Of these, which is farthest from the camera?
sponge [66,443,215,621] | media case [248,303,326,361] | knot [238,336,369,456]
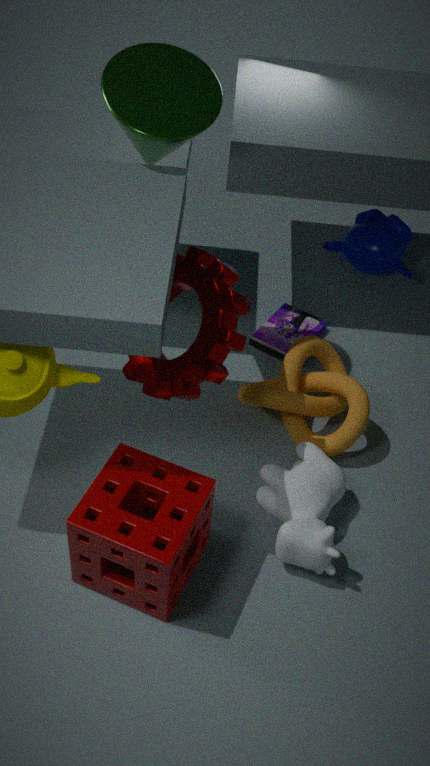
media case [248,303,326,361]
